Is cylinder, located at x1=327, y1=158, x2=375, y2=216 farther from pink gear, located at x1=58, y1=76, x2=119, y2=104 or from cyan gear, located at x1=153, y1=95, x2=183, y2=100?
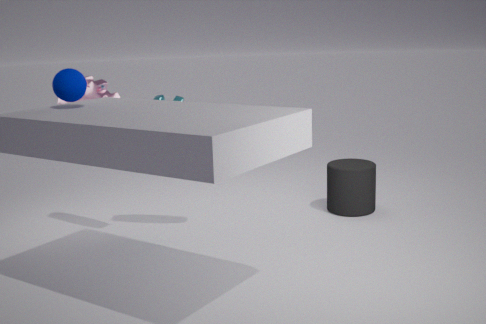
pink gear, located at x1=58, y1=76, x2=119, y2=104
